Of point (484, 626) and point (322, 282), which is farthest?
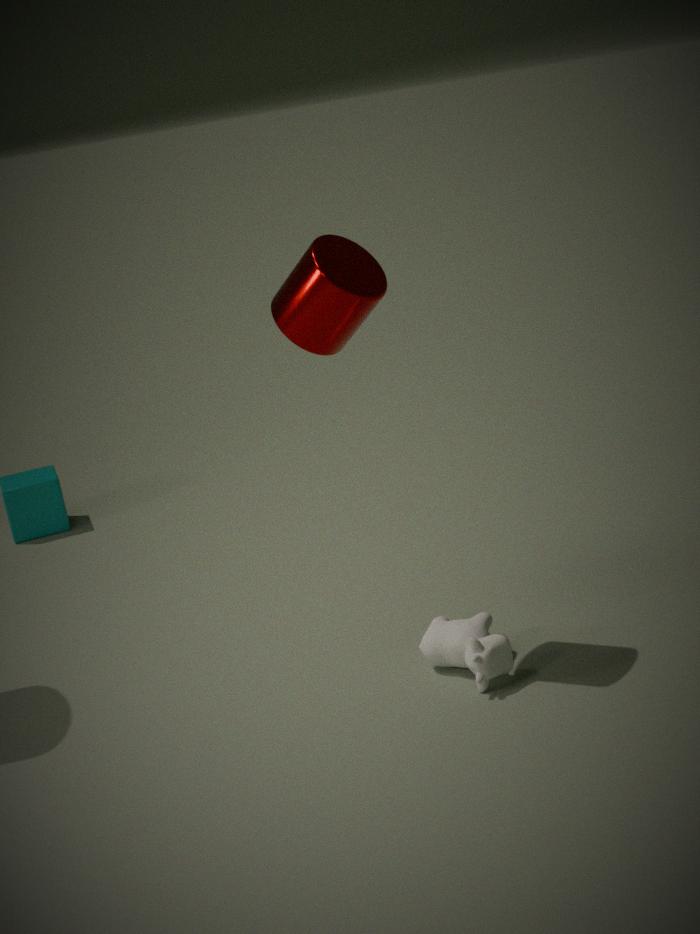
point (484, 626)
